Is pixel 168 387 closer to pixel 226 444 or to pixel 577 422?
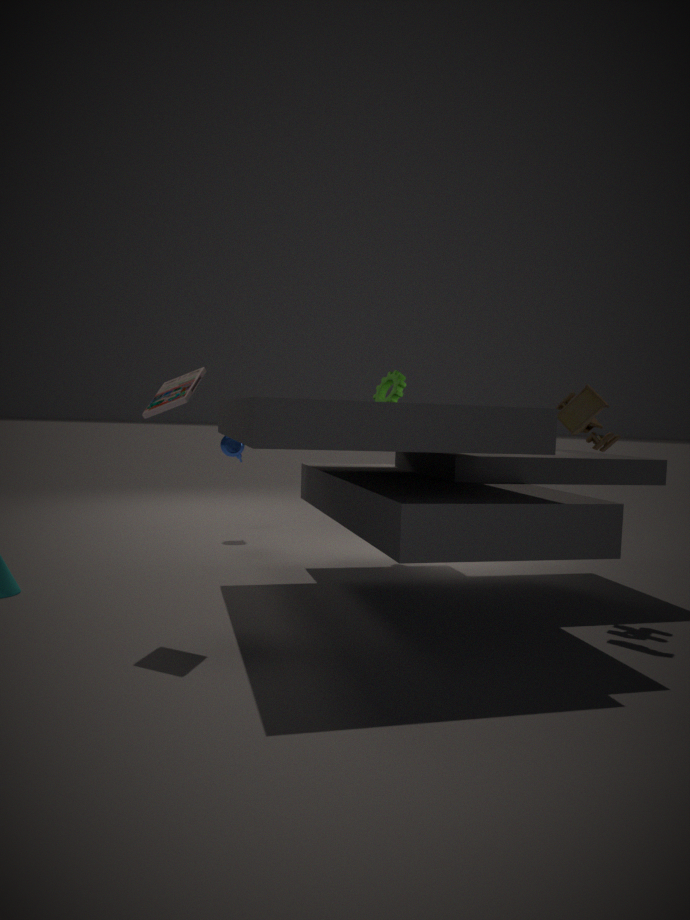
pixel 577 422
